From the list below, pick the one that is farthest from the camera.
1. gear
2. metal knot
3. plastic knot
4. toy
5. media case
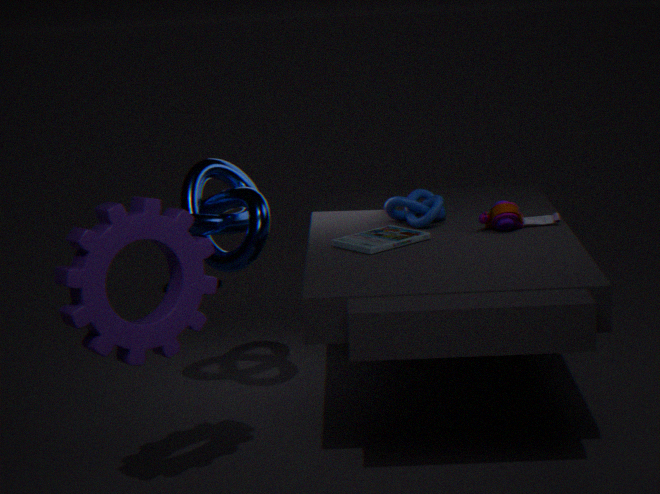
plastic knot
